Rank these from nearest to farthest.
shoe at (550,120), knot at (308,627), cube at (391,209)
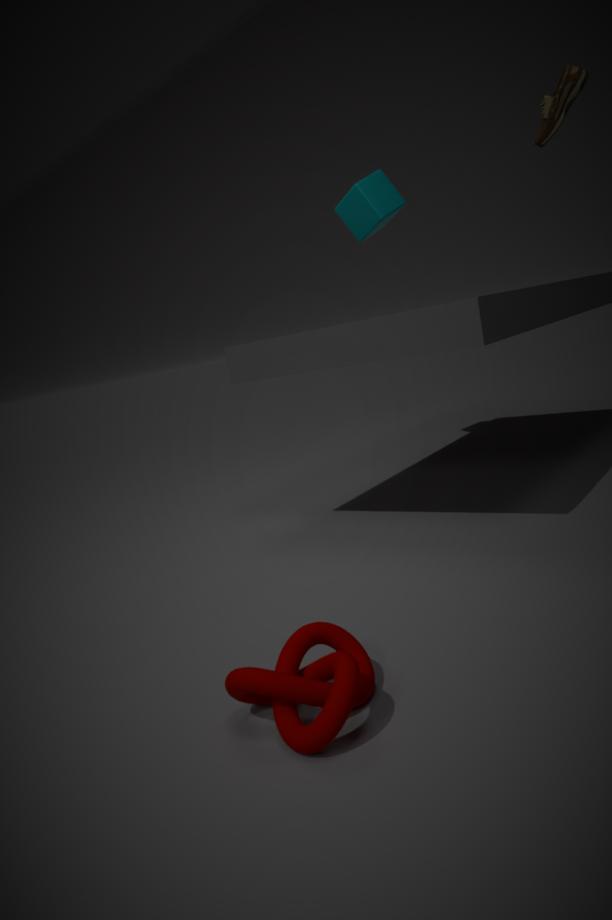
knot at (308,627), shoe at (550,120), cube at (391,209)
